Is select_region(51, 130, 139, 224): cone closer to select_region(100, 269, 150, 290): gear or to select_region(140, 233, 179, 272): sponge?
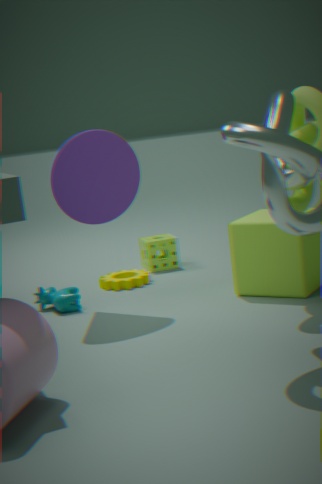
select_region(100, 269, 150, 290): gear
